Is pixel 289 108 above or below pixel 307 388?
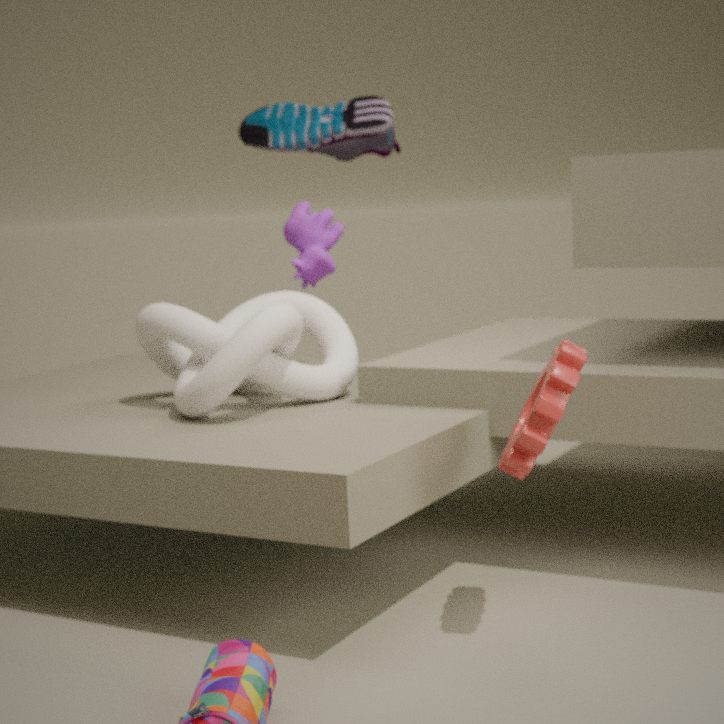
above
